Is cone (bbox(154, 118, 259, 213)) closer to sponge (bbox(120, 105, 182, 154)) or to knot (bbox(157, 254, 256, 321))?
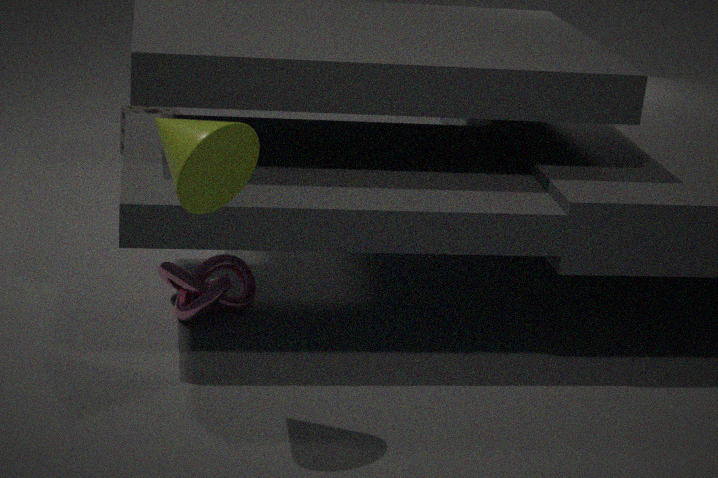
knot (bbox(157, 254, 256, 321))
